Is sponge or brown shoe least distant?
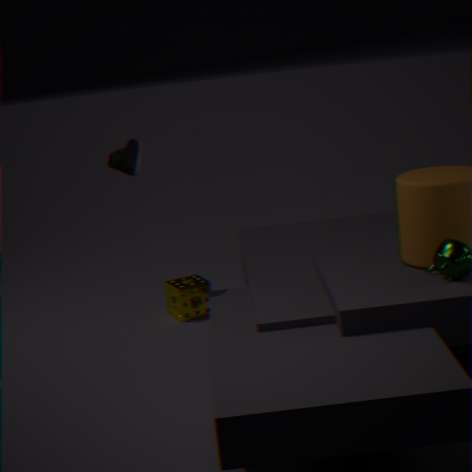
brown shoe
